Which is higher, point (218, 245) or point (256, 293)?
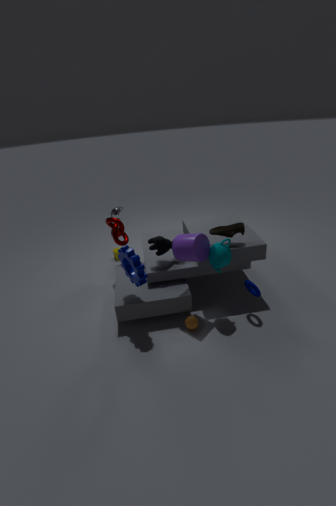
point (218, 245)
